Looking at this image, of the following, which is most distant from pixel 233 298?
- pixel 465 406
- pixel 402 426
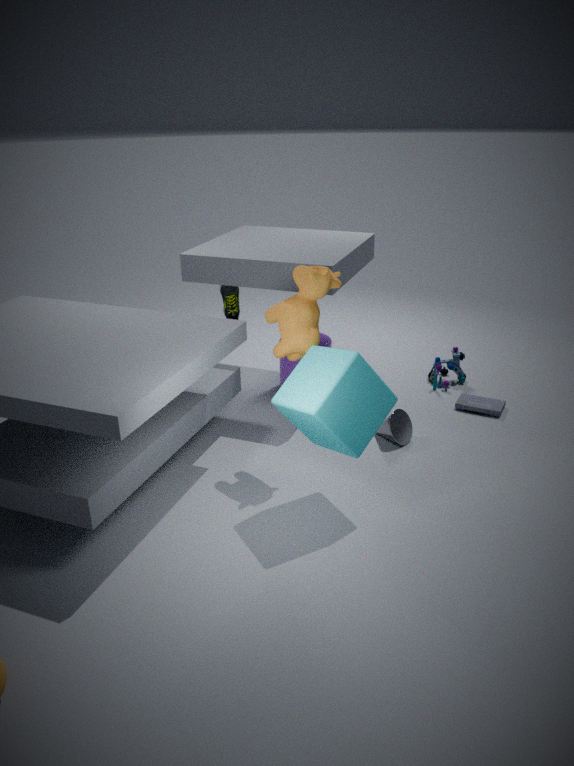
pixel 465 406
